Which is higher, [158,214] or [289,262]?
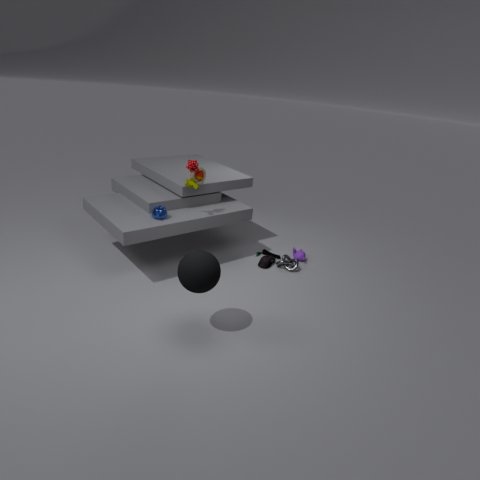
[158,214]
